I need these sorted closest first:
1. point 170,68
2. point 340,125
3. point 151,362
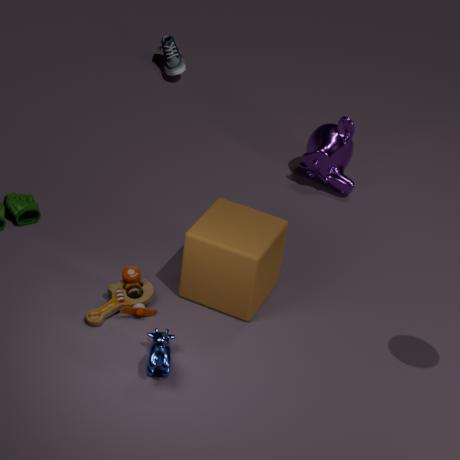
point 151,362
point 340,125
point 170,68
